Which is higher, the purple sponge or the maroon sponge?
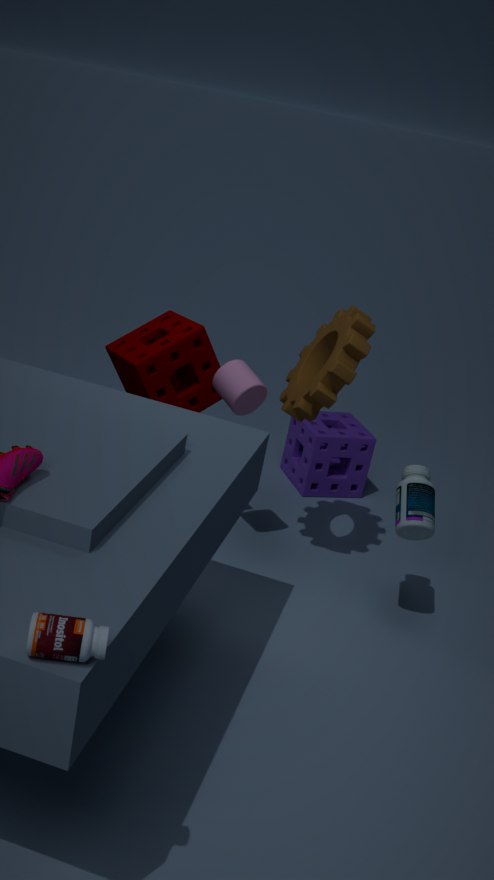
the maroon sponge
